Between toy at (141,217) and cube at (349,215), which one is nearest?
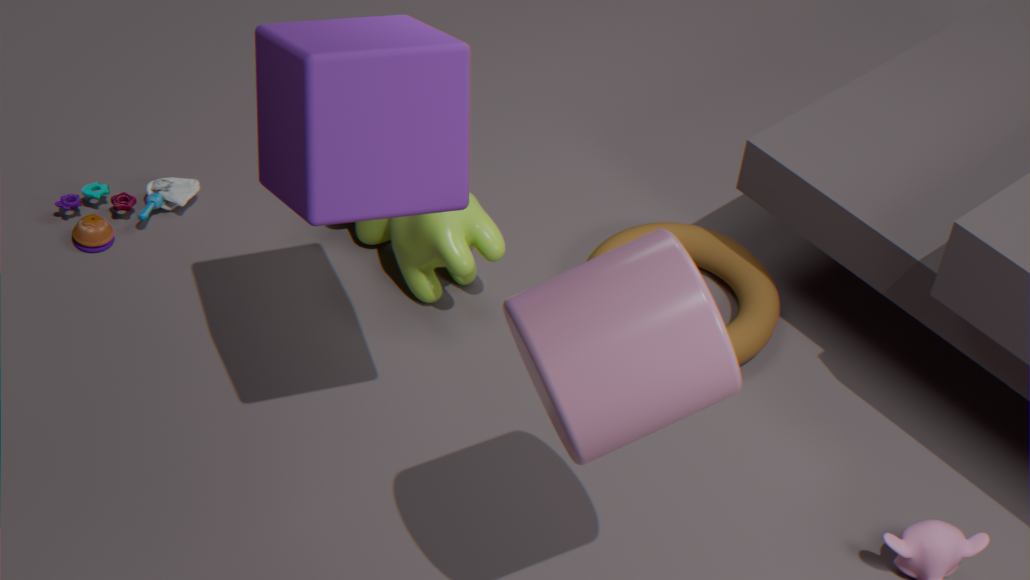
cube at (349,215)
